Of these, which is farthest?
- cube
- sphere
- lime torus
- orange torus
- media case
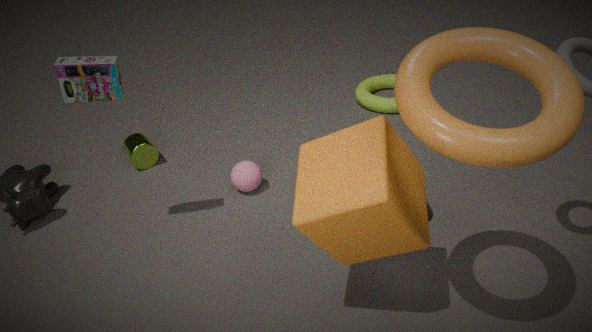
lime torus
